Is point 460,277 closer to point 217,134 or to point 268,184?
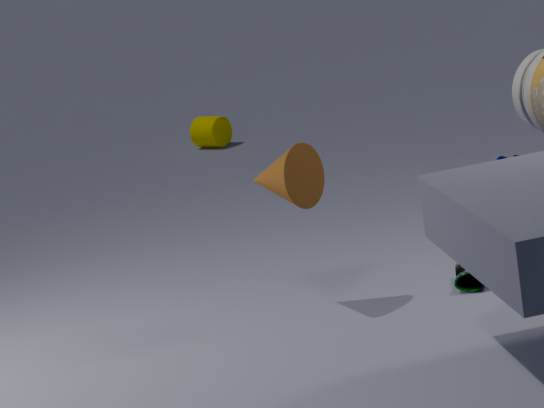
point 268,184
